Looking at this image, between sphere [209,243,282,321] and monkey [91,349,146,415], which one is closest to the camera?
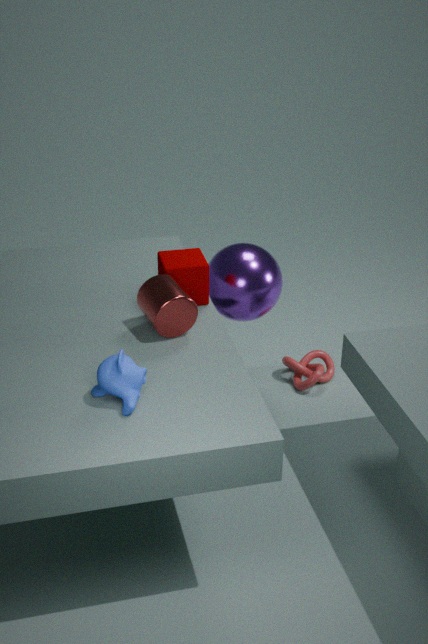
monkey [91,349,146,415]
